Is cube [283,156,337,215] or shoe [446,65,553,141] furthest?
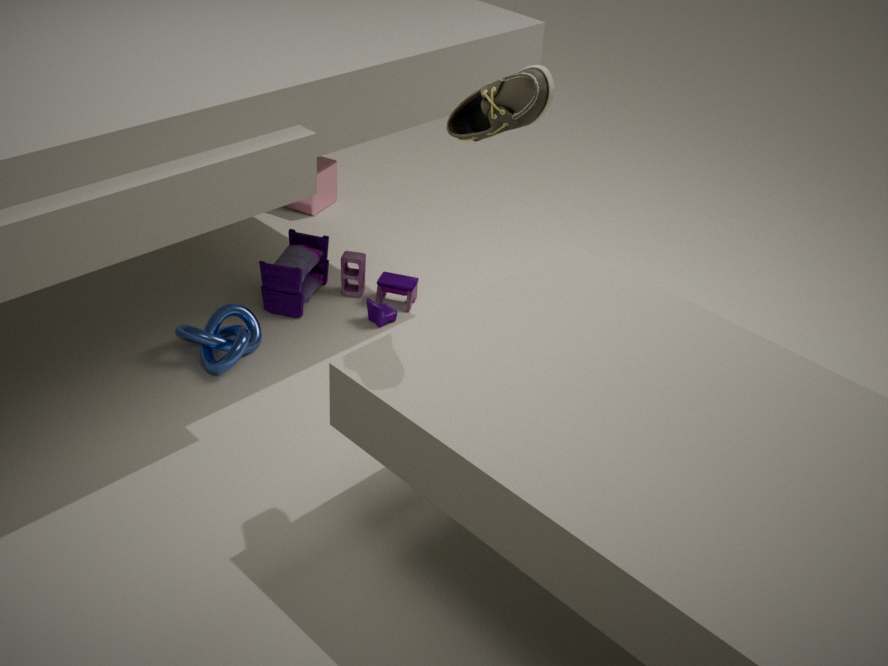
cube [283,156,337,215]
